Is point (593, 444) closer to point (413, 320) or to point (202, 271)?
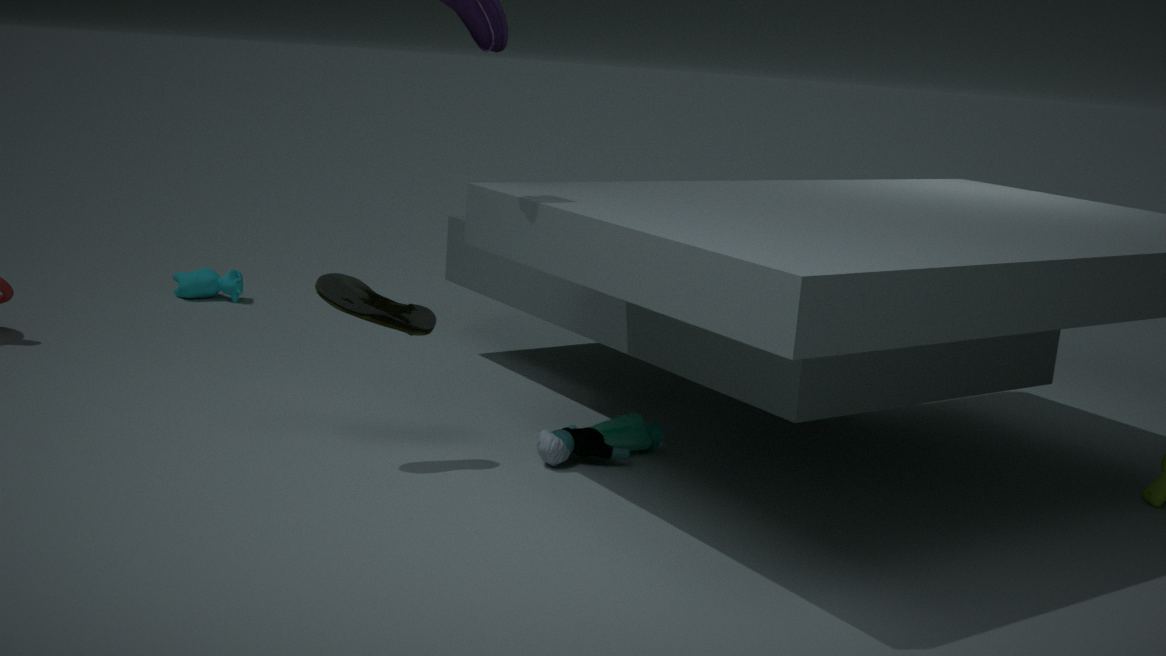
point (413, 320)
